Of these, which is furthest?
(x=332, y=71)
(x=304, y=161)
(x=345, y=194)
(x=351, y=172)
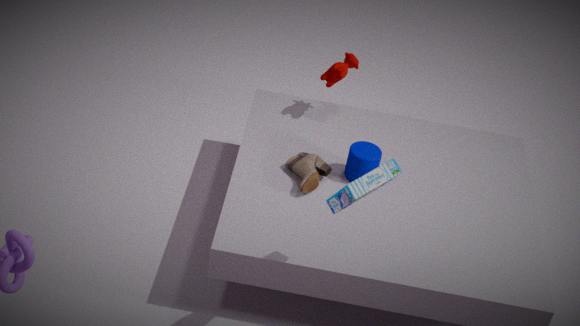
(x=332, y=71)
